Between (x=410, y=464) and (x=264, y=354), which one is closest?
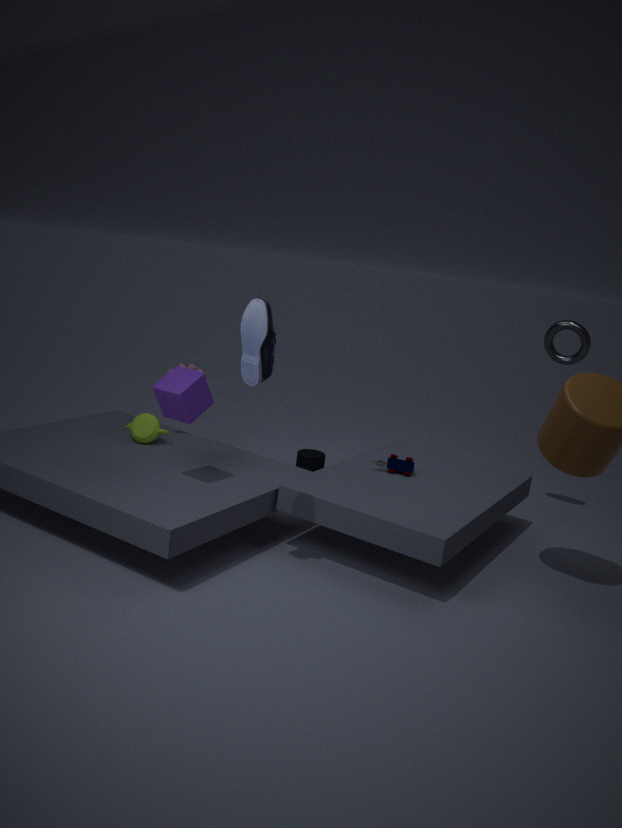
(x=264, y=354)
